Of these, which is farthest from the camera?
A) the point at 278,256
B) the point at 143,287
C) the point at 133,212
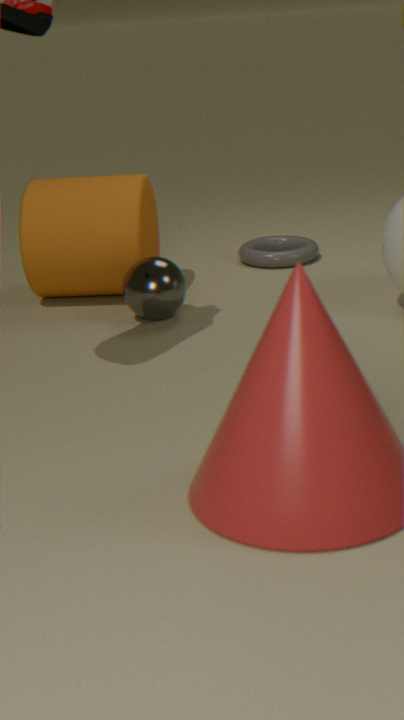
the point at 278,256
